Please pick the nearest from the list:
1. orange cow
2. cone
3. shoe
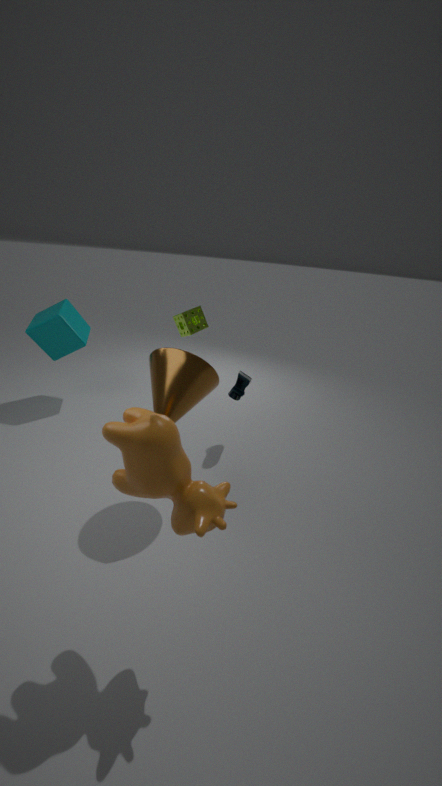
orange cow
